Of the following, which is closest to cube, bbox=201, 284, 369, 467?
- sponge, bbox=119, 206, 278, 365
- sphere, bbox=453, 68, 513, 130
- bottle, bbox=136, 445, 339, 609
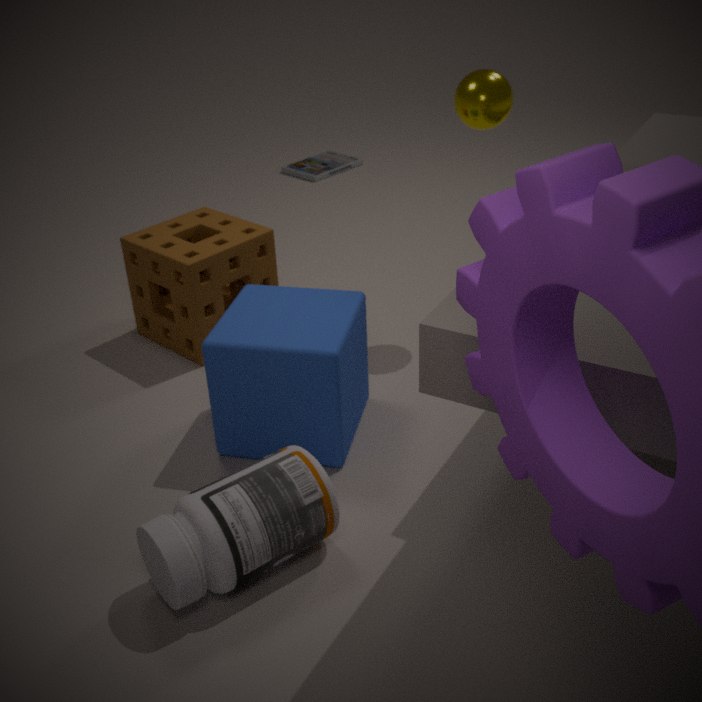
bottle, bbox=136, 445, 339, 609
